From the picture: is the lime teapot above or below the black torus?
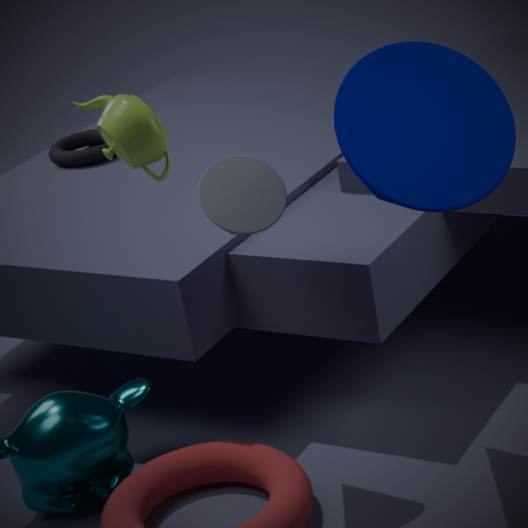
above
